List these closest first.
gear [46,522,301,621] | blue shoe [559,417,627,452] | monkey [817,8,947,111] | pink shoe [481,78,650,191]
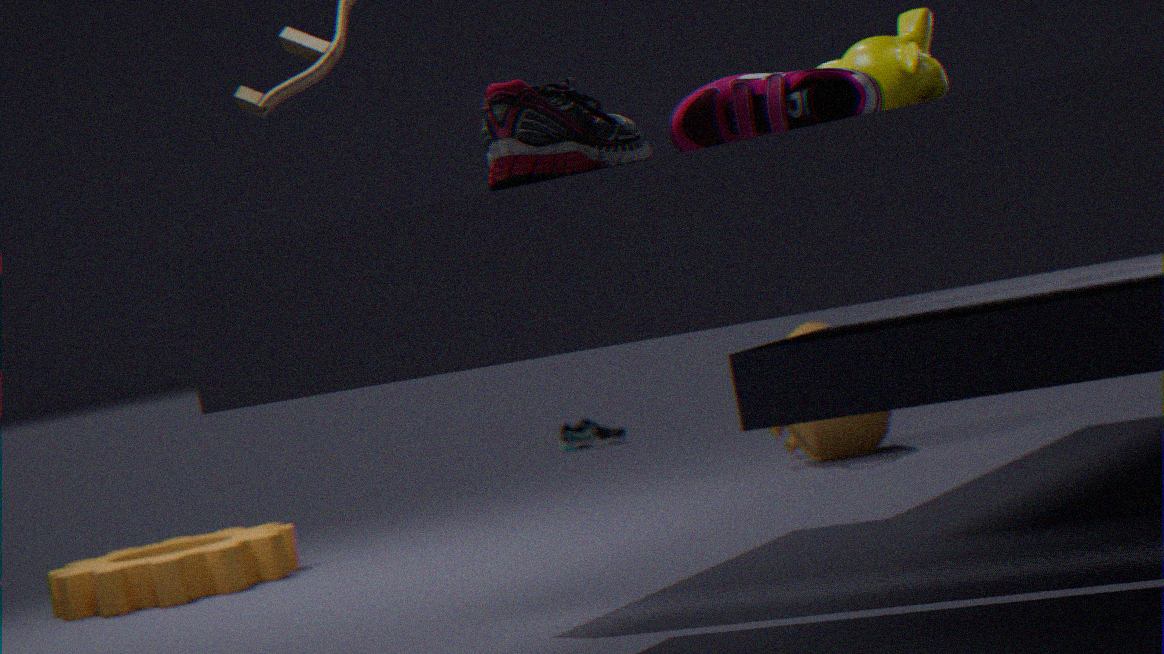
pink shoe [481,78,650,191], monkey [817,8,947,111], gear [46,522,301,621], blue shoe [559,417,627,452]
